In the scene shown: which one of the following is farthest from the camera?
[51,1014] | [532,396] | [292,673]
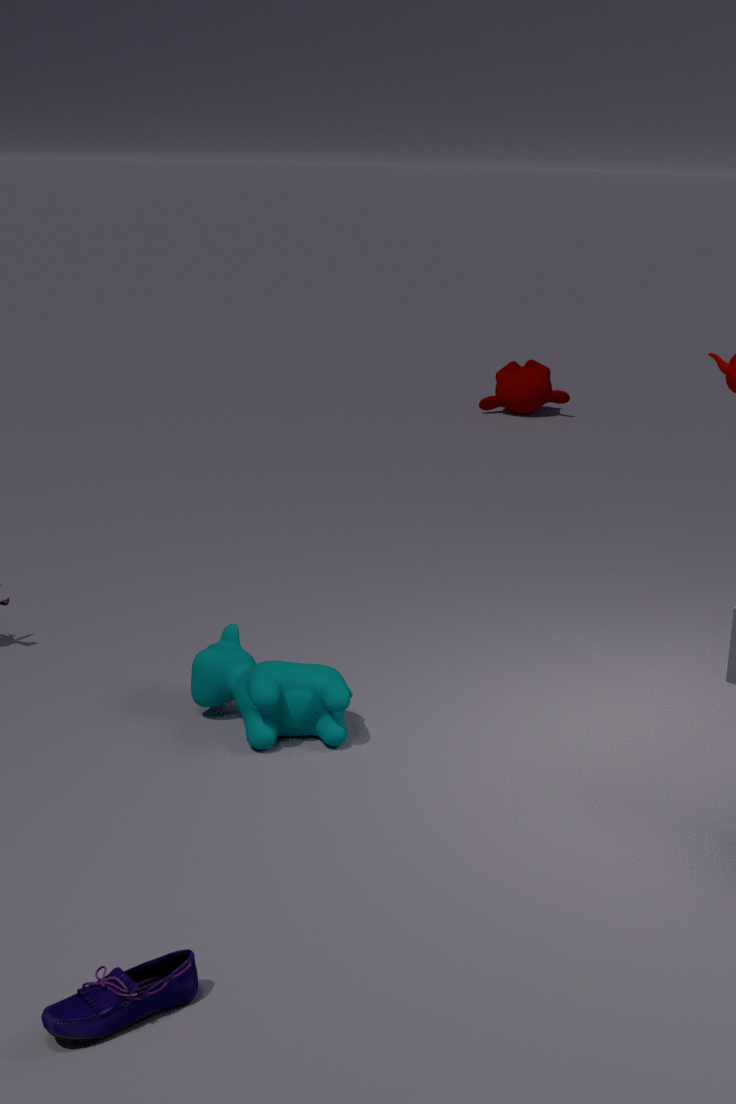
[532,396]
